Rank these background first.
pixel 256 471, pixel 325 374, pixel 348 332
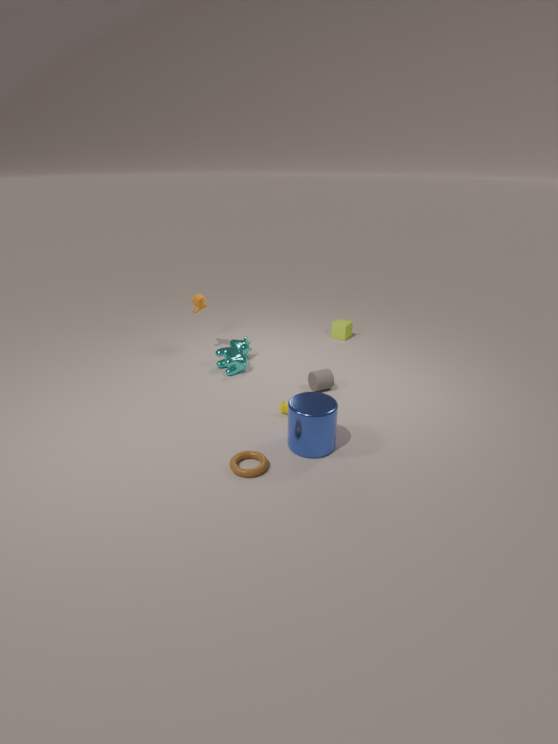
pixel 348 332 → pixel 325 374 → pixel 256 471
